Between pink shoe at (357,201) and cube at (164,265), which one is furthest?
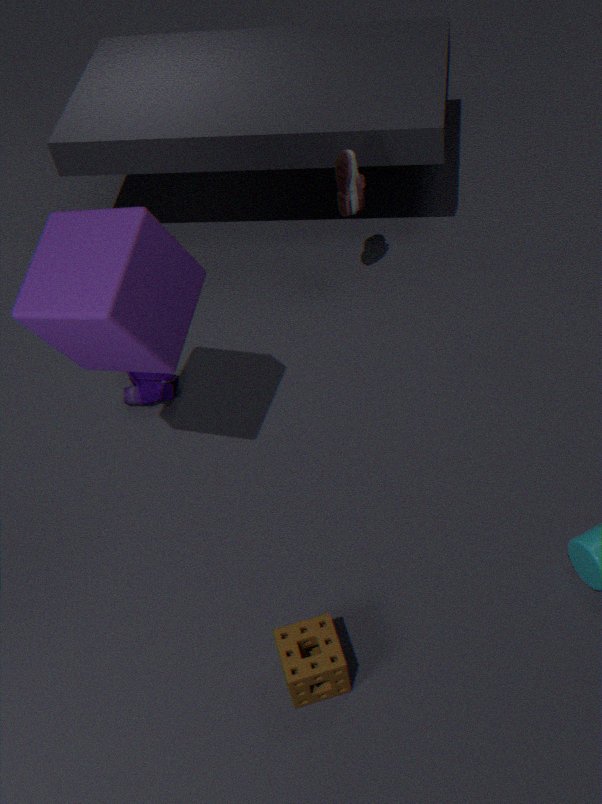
pink shoe at (357,201)
